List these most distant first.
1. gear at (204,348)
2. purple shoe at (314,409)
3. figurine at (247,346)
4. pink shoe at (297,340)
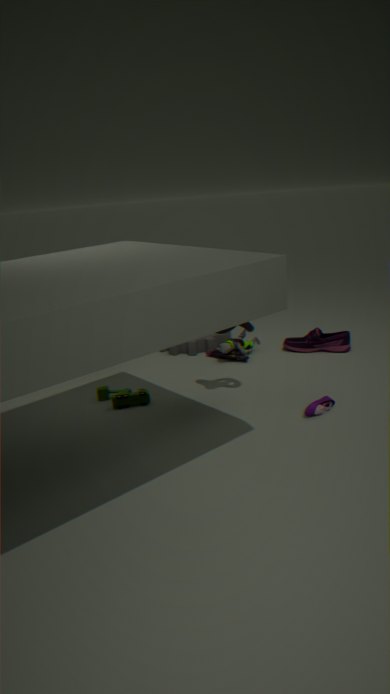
gear at (204,348)
pink shoe at (297,340)
figurine at (247,346)
purple shoe at (314,409)
